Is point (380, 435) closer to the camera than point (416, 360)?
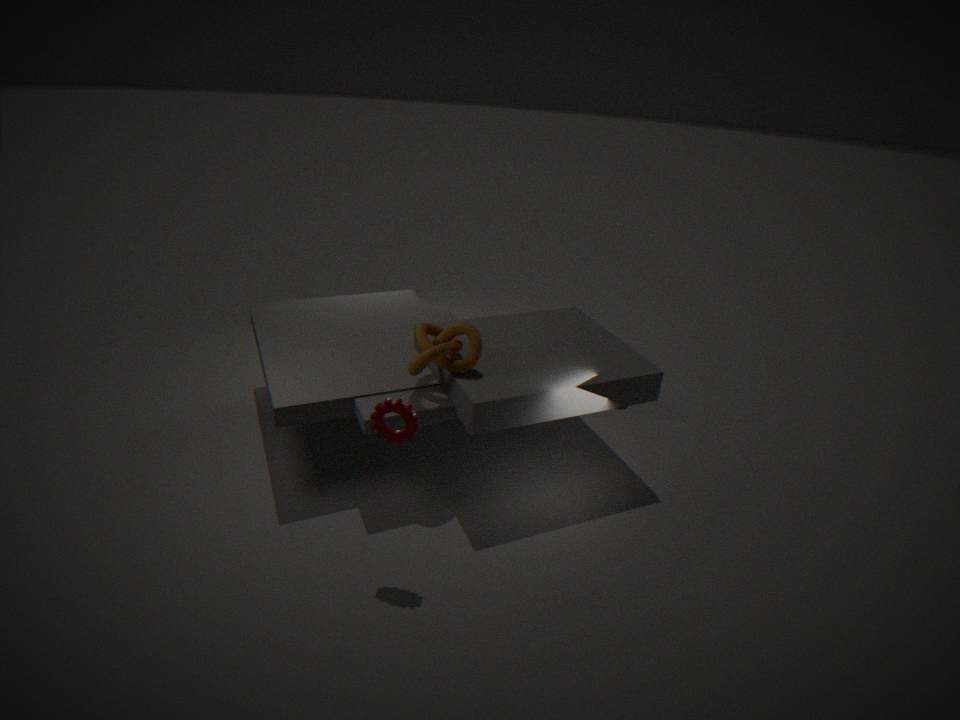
Yes
